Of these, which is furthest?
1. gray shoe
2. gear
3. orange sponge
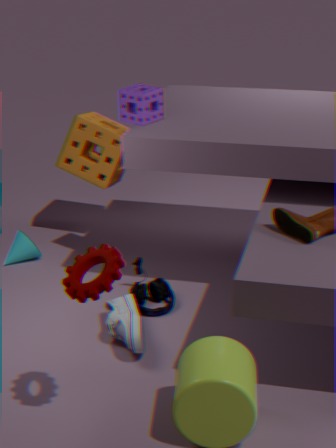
orange sponge
